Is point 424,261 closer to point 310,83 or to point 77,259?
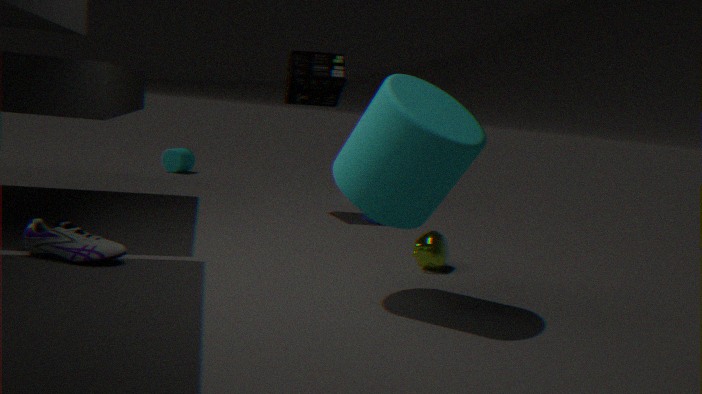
point 310,83
